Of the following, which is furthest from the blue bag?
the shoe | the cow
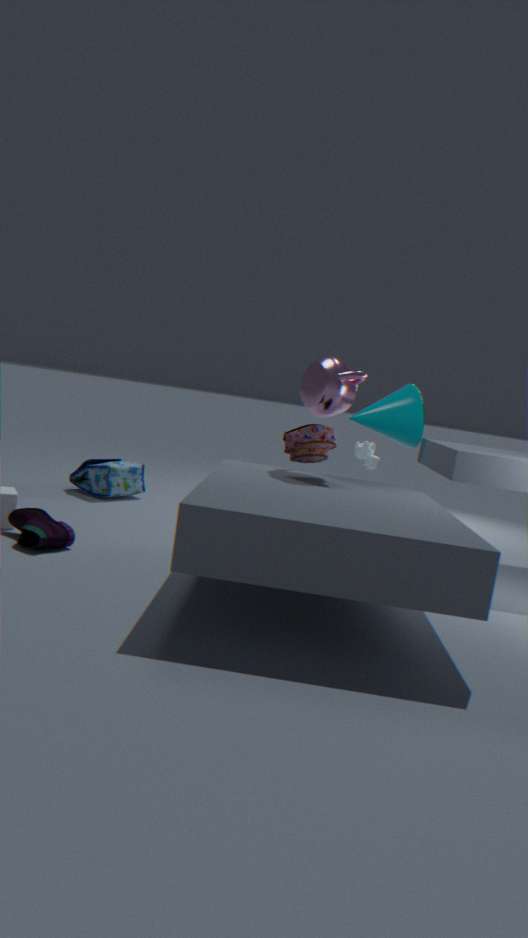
the cow
